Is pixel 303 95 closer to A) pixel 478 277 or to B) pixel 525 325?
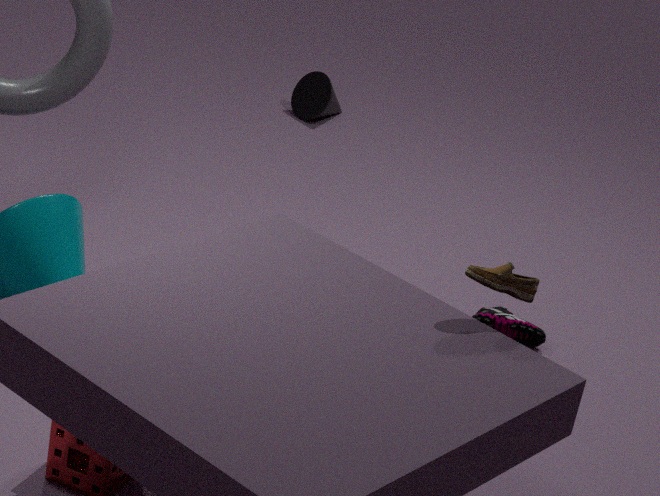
B) pixel 525 325
